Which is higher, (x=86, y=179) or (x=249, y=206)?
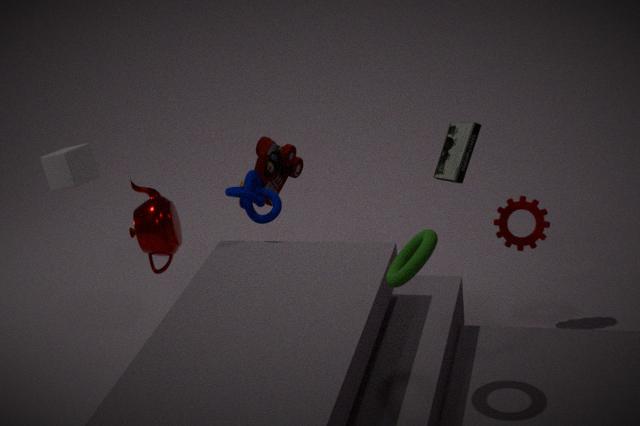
(x=86, y=179)
